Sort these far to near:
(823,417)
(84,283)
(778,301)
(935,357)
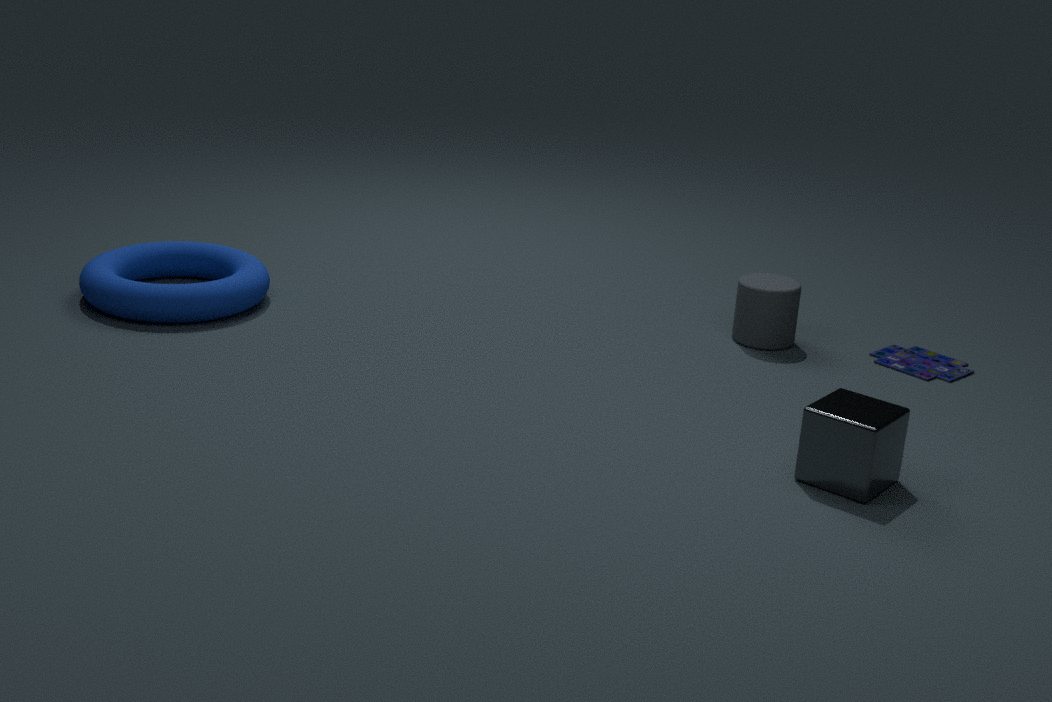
(935,357)
(84,283)
(778,301)
(823,417)
